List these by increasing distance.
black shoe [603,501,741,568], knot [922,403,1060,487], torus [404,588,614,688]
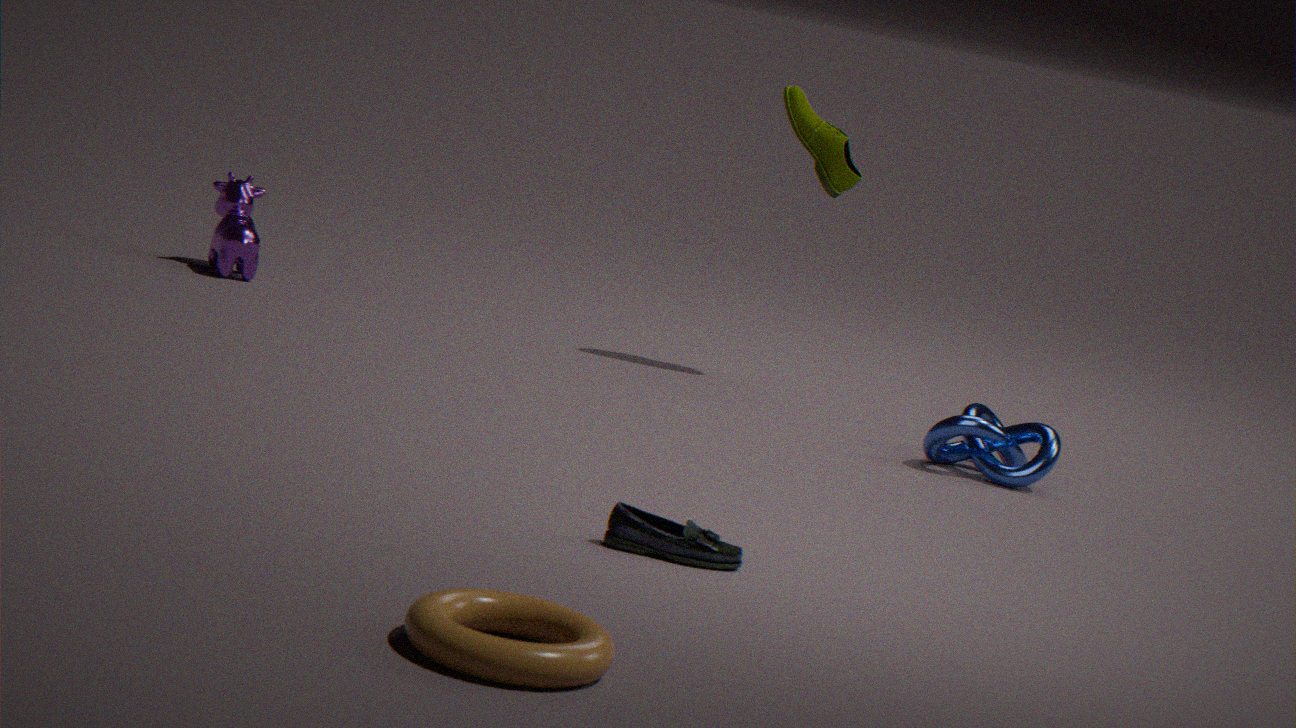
torus [404,588,614,688], black shoe [603,501,741,568], knot [922,403,1060,487]
